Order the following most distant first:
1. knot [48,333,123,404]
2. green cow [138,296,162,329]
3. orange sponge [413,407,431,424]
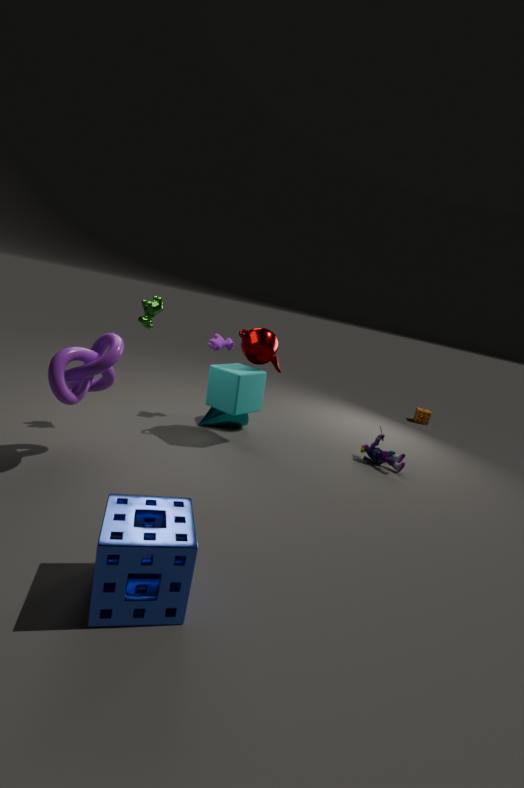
orange sponge [413,407,431,424]
green cow [138,296,162,329]
knot [48,333,123,404]
